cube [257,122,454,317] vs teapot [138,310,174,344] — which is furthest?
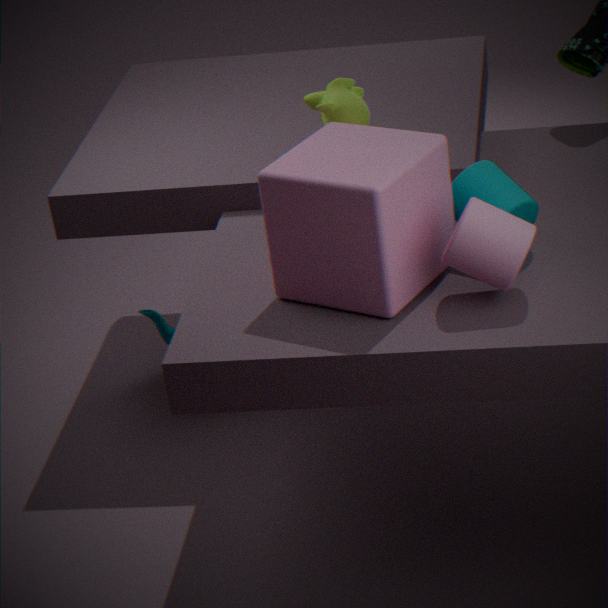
teapot [138,310,174,344]
